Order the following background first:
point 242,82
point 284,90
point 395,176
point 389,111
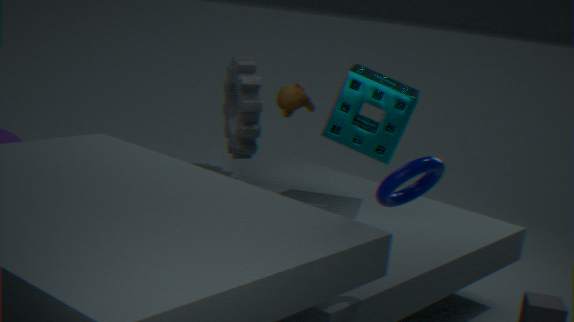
point 242,82 → point 284,90 → point 389,111 → point 395,176
